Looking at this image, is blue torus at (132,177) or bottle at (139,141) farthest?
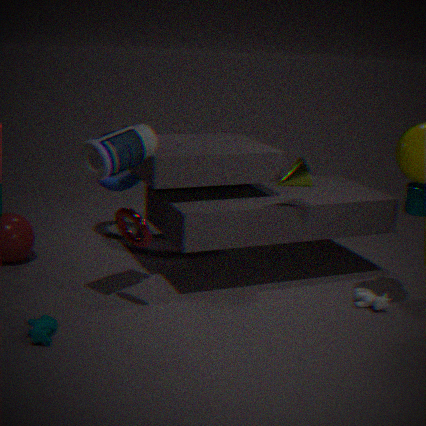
blue torus at (132,177)
